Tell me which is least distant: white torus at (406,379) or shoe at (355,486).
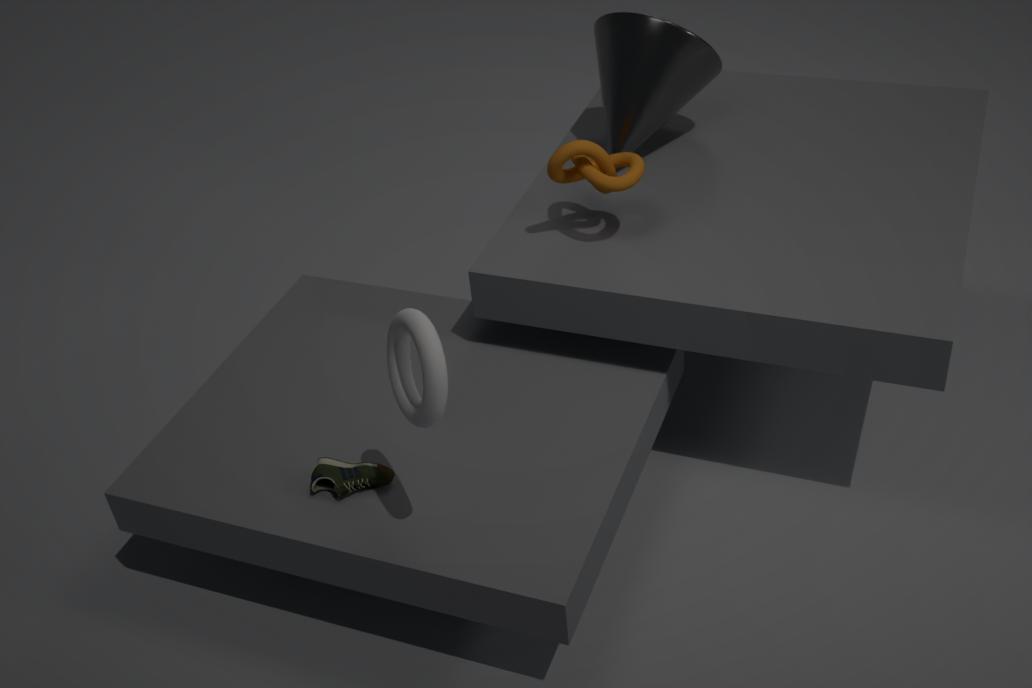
white torus at (406,379)
